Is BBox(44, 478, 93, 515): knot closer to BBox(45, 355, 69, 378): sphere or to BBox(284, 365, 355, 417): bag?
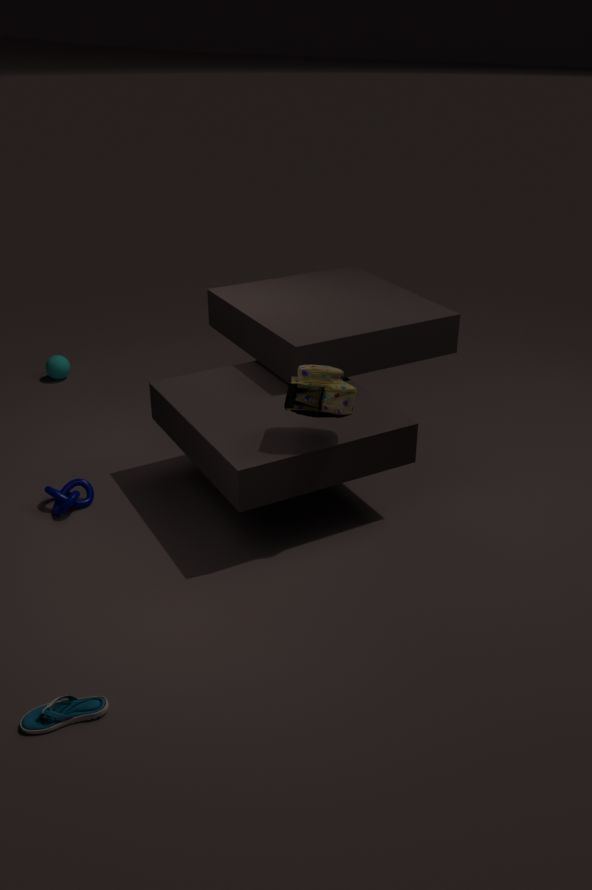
BBox(284, 365, 355, 417): bag
